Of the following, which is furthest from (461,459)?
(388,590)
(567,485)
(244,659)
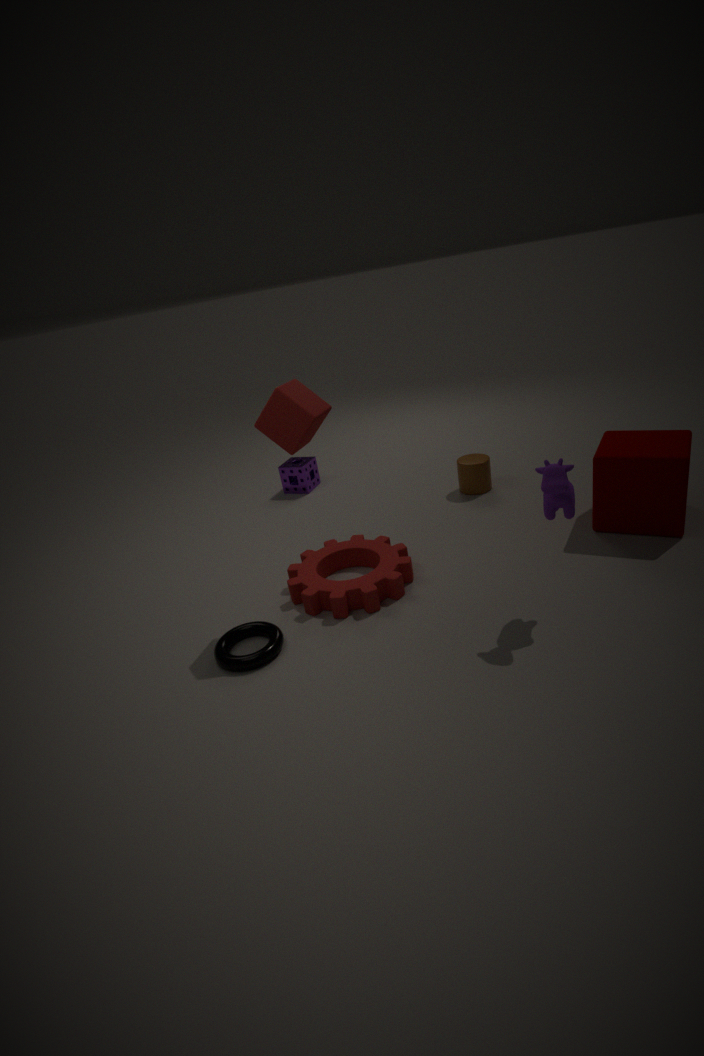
(244,659)
